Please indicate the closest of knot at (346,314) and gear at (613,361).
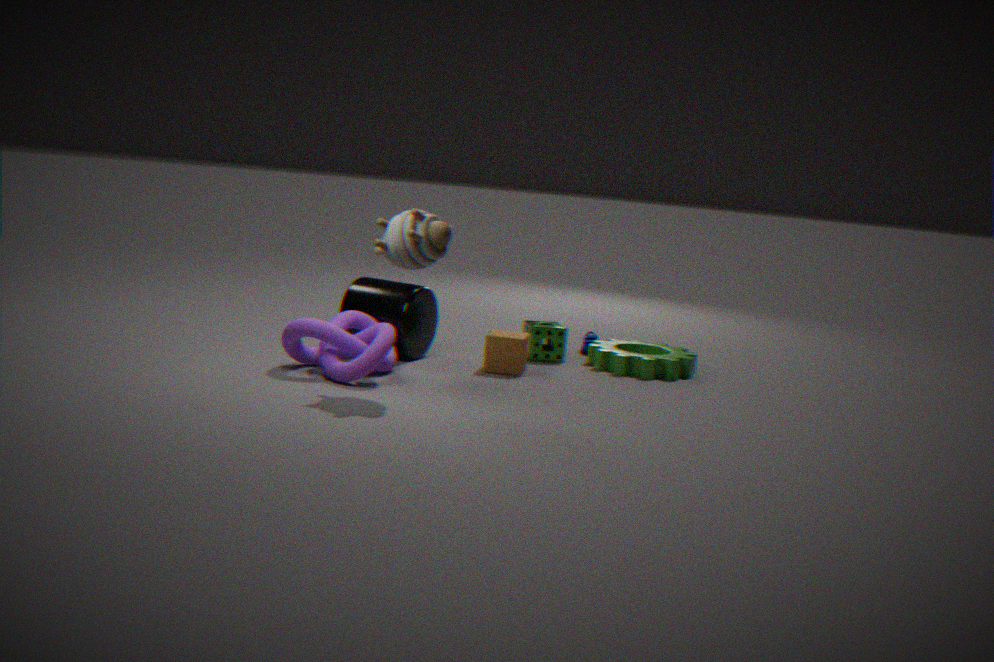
knot at (346,314)
